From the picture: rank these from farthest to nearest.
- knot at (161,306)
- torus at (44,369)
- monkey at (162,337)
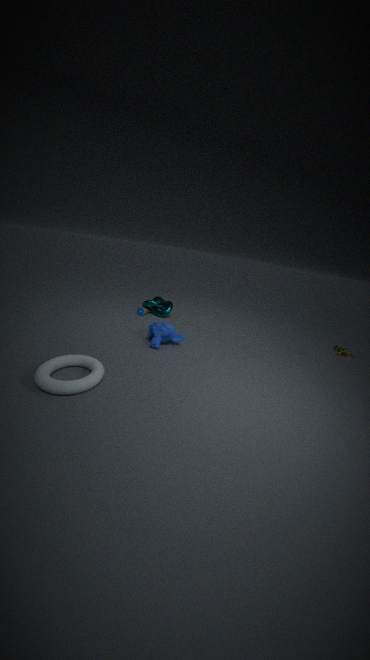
knot at (161,306) < monkey at (162,337) < torus at (44,369)
